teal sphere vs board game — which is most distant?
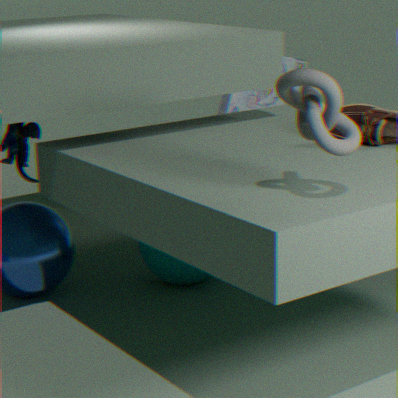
board game
